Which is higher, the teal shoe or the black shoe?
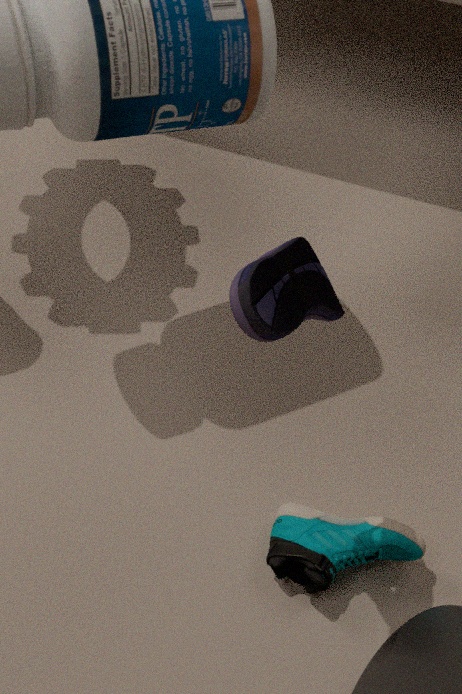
the black shoe
